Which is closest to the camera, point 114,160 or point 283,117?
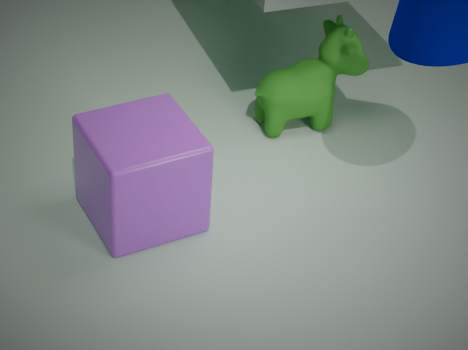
point 114,160
